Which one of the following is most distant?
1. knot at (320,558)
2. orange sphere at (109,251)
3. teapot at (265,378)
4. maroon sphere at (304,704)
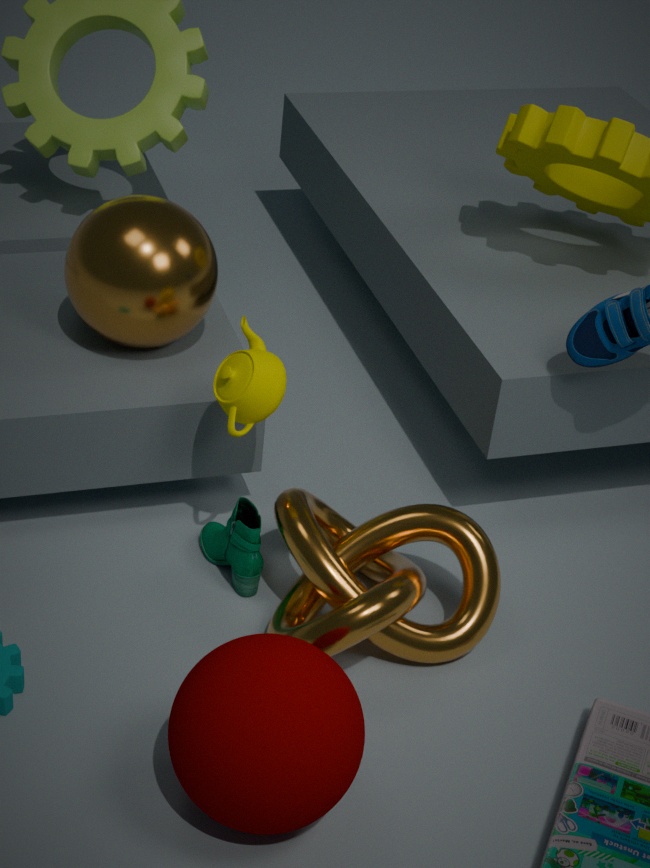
orange sphere at (109,251)
